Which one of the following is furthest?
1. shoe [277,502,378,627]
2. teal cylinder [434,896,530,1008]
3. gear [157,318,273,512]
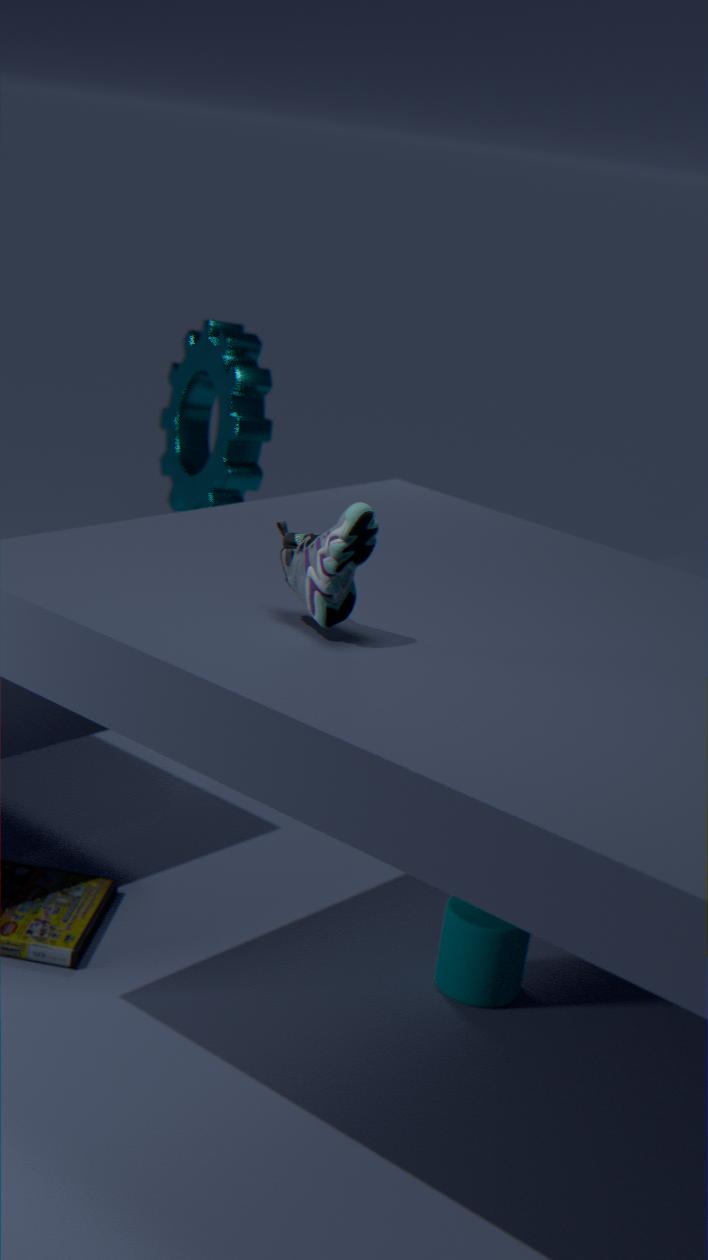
gear [157,318,273,512]
